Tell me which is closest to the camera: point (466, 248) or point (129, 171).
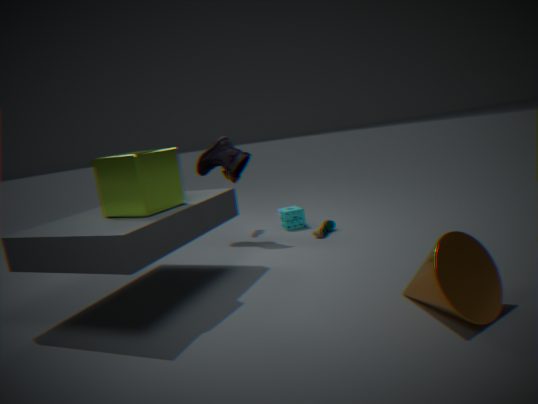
point (466, 248)
